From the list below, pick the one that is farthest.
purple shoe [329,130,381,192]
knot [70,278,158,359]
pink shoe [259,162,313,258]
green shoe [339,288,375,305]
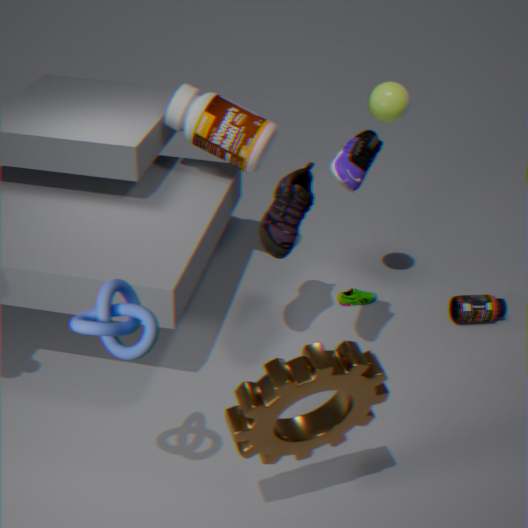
green shoe [339,288,375,305]
